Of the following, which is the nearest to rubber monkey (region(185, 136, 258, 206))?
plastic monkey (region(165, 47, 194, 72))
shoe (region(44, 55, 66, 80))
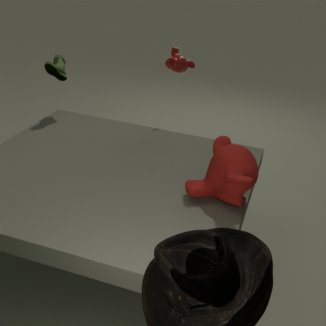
plastic monkey (region(165, 47, 194, 72))
